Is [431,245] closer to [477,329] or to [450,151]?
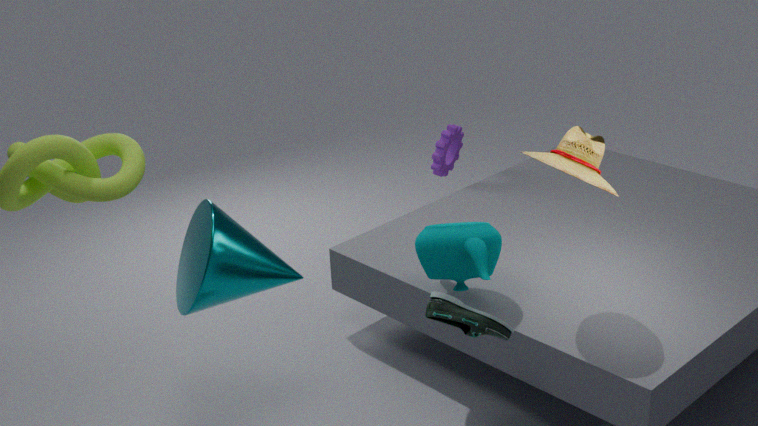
[477,329]
